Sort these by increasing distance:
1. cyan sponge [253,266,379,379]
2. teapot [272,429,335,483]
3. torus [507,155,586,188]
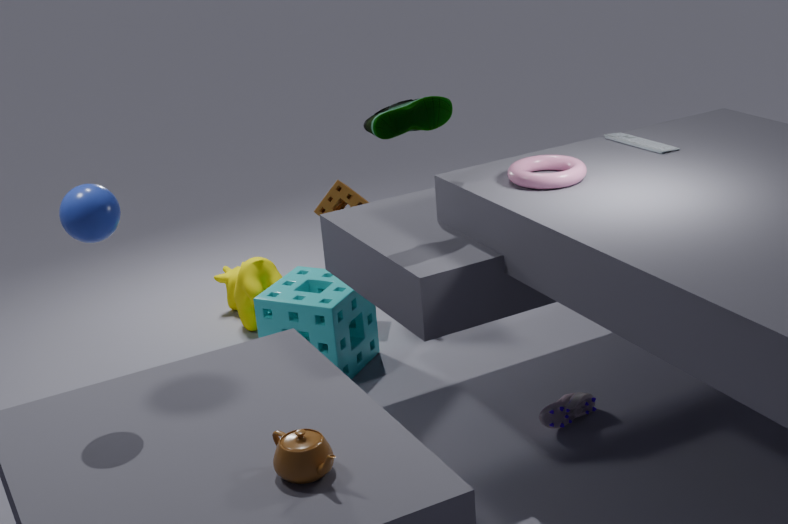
teapot [272,429,335,483], torus [507,155,586,188], cyan sponge [253,266,379,379]
